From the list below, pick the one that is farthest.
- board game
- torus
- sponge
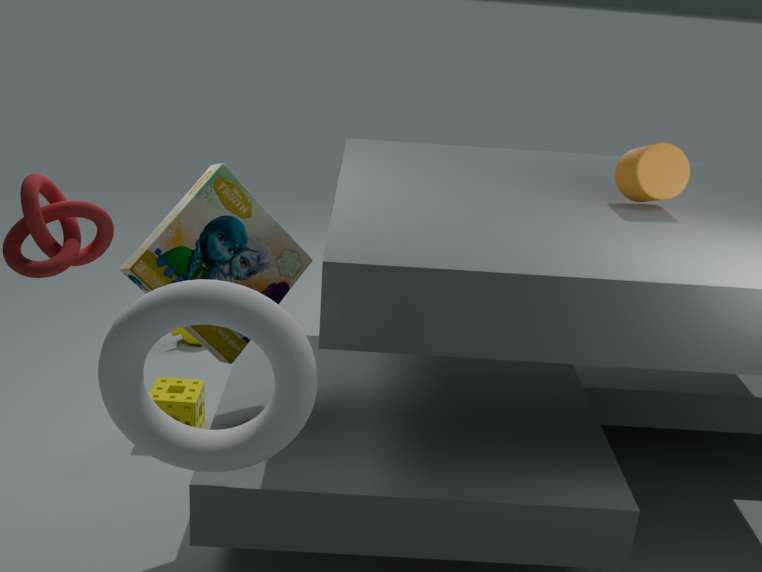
sponge
